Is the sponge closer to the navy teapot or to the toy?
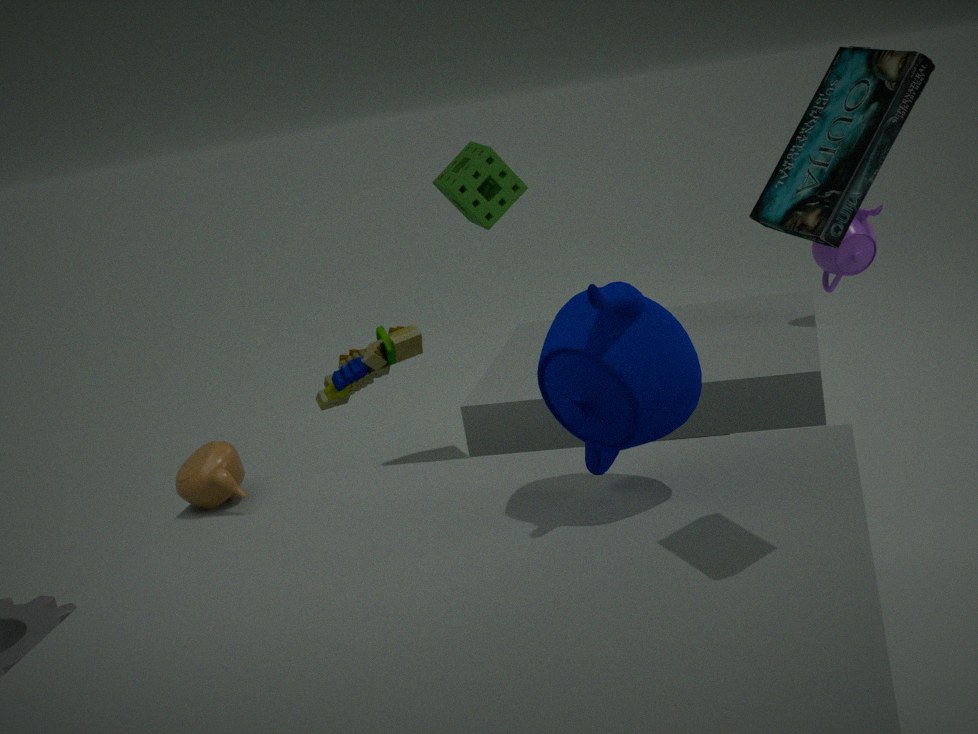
the toy
